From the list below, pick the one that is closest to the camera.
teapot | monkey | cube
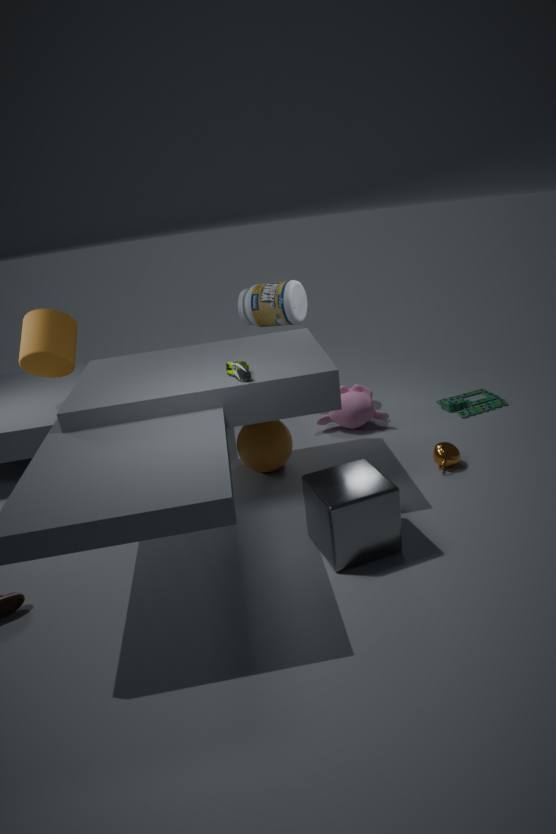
cube
